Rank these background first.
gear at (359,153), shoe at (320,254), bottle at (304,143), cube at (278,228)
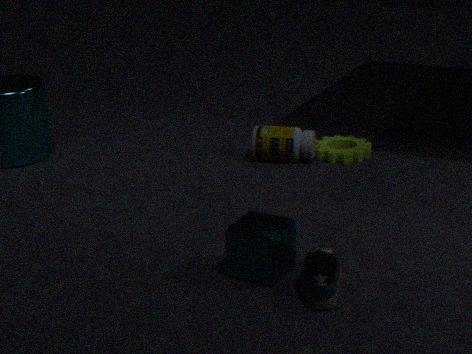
gear at (359,153) < bottle at (304,143) < cube at (278,228) < shoe at (320,254)
